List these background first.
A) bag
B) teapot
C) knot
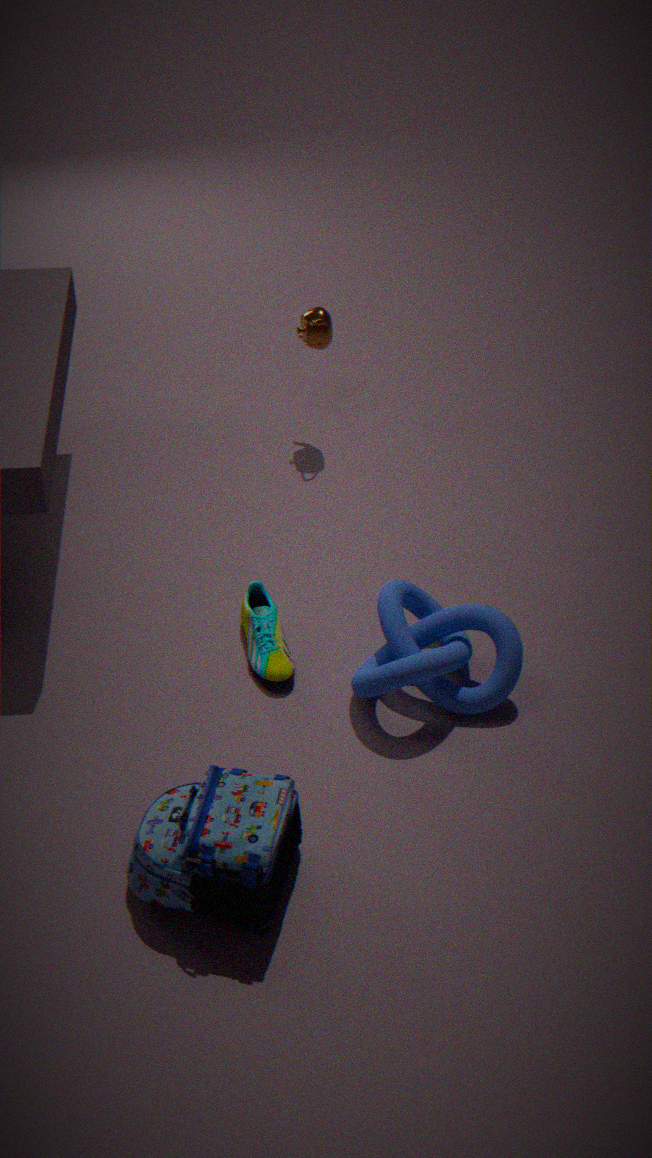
teapot
knot
bag
